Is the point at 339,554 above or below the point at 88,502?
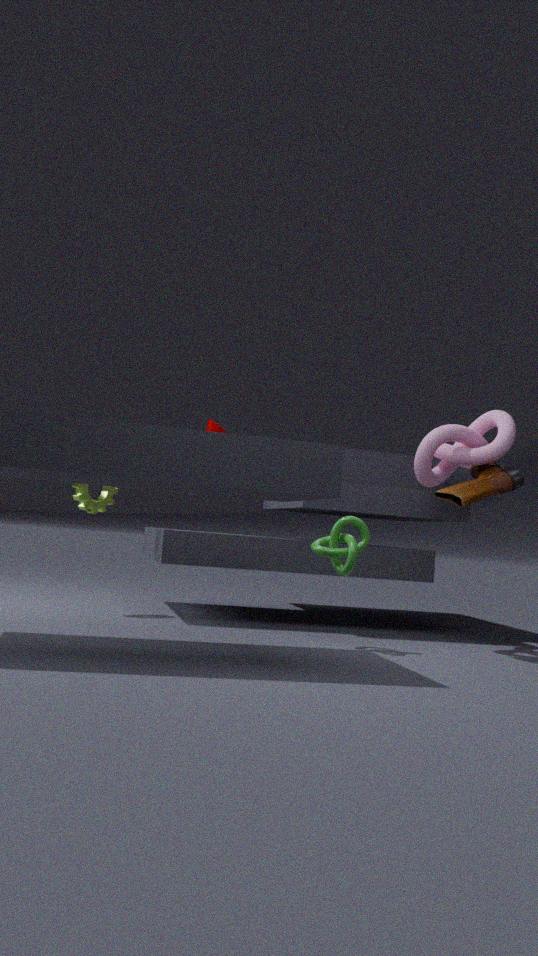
below
